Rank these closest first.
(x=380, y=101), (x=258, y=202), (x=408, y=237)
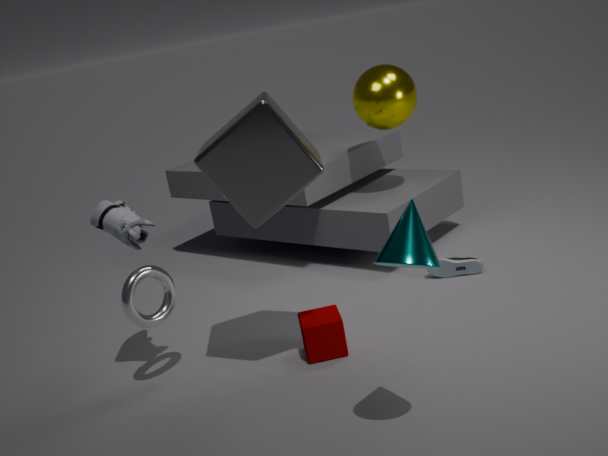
(x=408, y=237) → (x=258, y=202) → (x=380, y=101)
